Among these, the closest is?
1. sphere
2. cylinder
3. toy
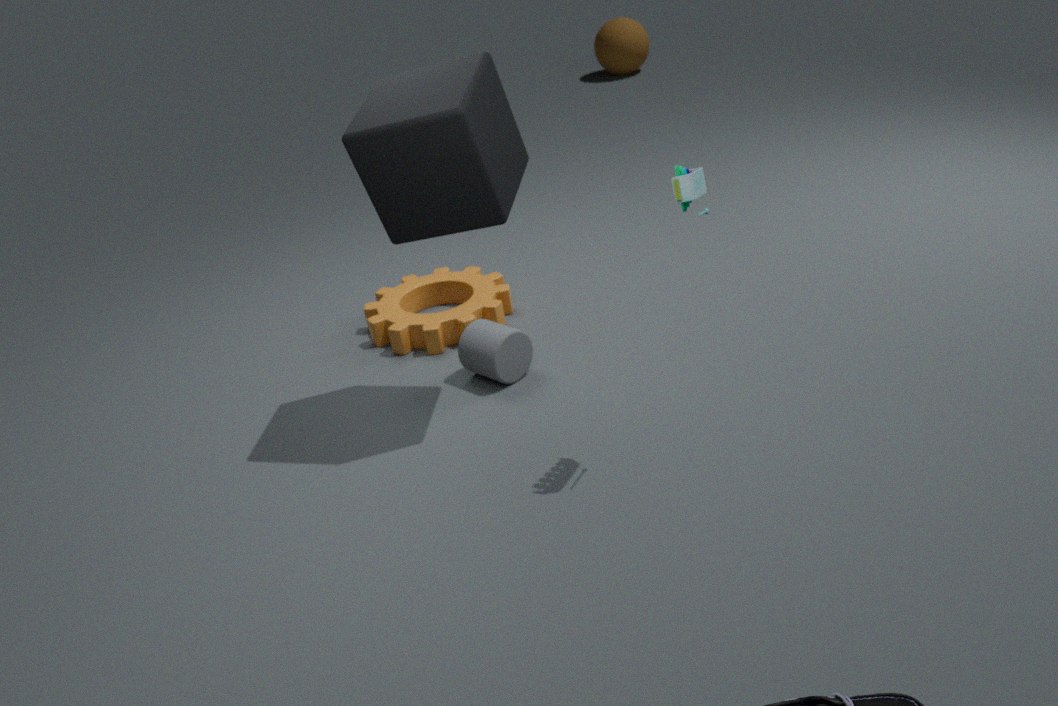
toy
